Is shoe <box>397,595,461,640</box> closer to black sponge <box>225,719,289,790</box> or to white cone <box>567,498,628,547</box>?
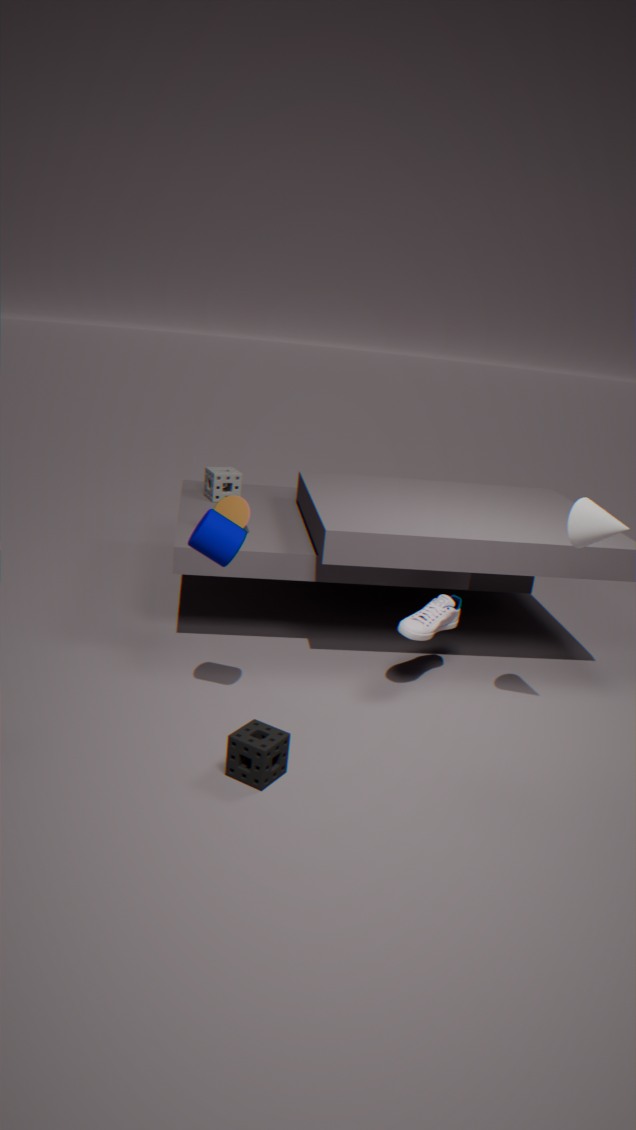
white cone <box>567,498,628,547</box>
